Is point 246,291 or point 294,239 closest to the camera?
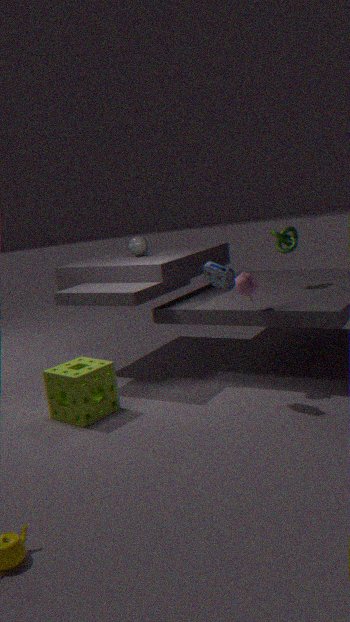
point 246,291
